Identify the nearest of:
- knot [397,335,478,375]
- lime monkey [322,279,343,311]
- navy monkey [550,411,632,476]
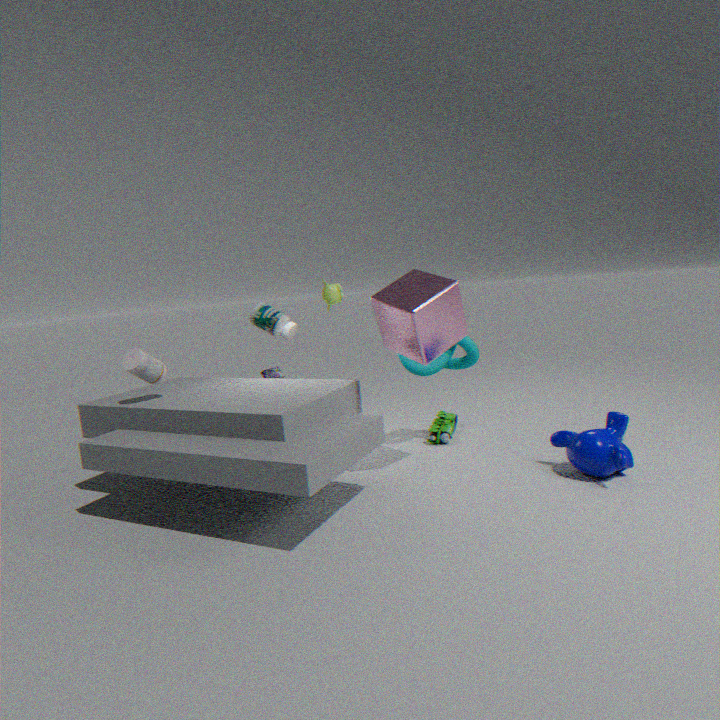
navy monkey [550,411,632,476]
